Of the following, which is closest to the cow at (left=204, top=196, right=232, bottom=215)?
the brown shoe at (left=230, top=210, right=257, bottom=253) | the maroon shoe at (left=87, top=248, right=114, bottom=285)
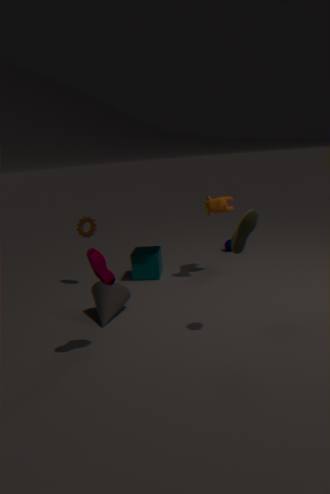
the brown shoe at (left=230, top=210, right=257, bottom=253)
